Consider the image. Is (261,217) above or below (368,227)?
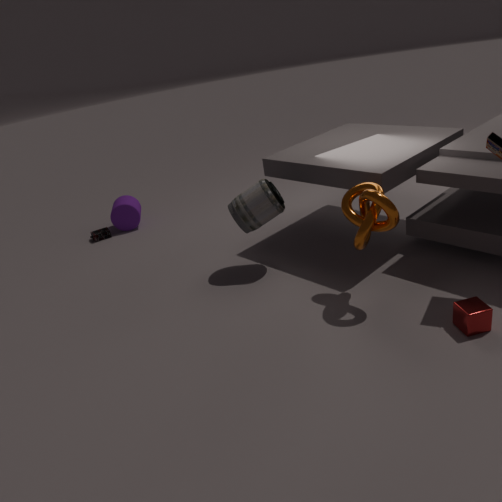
below
